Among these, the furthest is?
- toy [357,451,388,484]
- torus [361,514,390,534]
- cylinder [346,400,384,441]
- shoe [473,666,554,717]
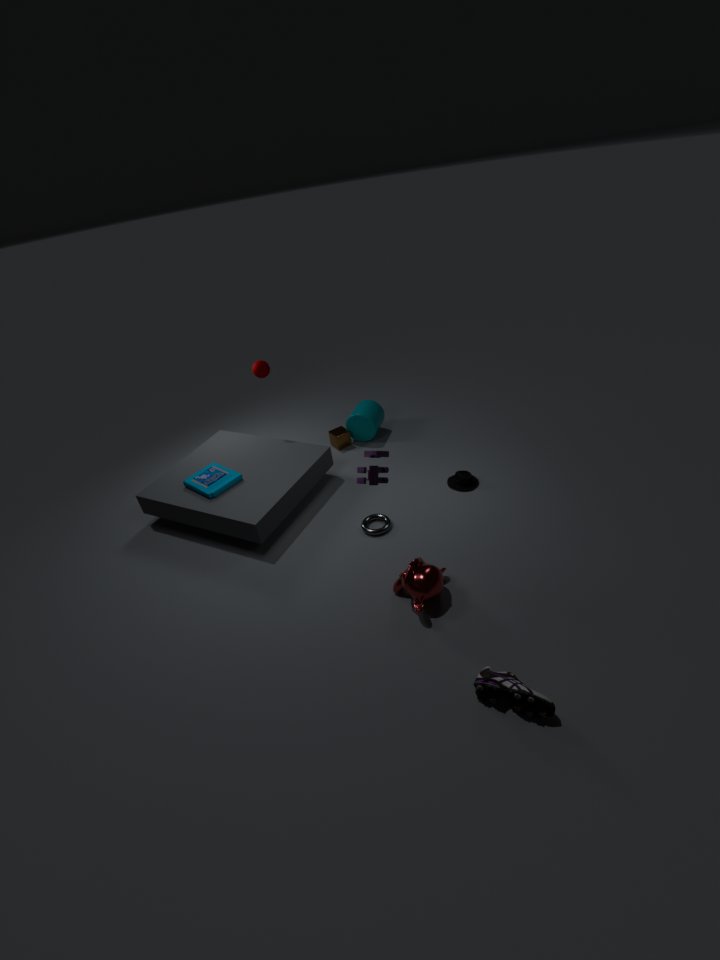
cylinder [346,400,384,441]
